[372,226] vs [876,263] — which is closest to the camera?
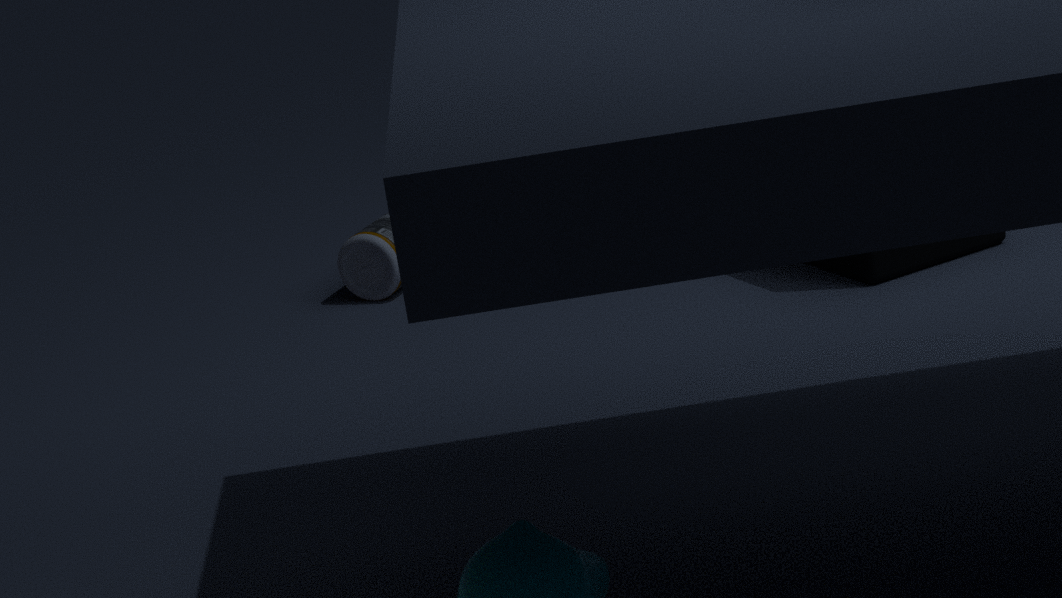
[876,263]
